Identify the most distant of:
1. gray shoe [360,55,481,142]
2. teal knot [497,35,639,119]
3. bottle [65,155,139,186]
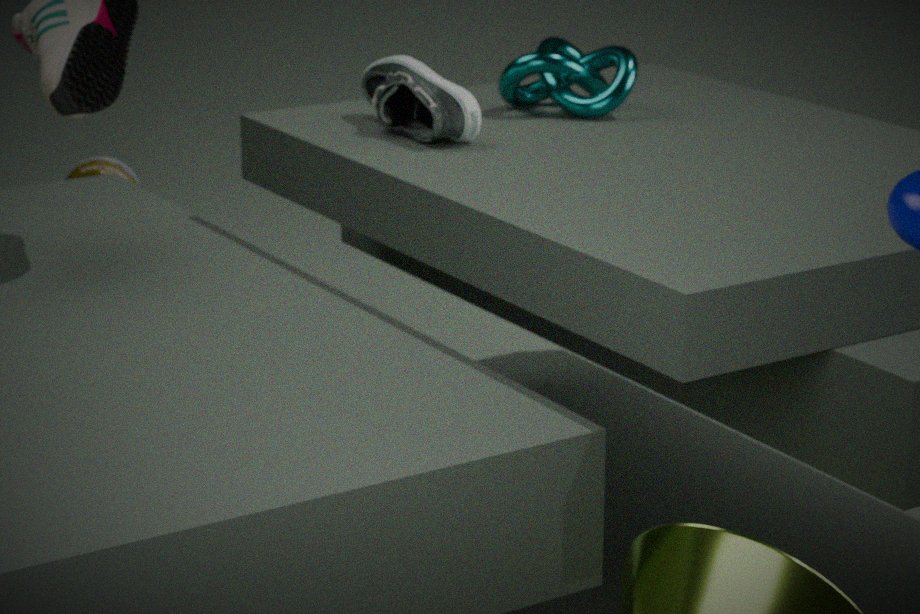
bottle [65,155,139,186]
